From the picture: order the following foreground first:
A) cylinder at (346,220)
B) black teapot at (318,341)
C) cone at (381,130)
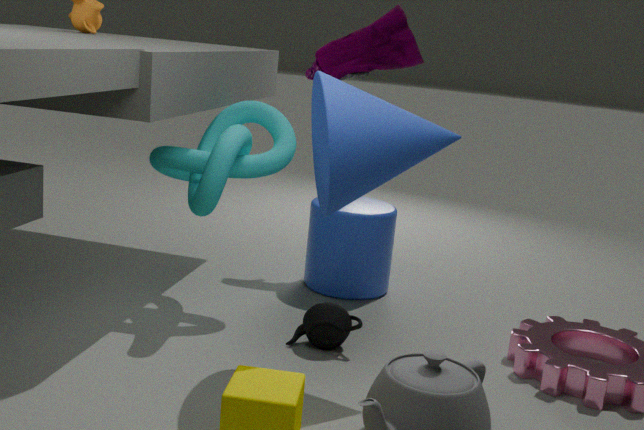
cone at (381,130)
black teapot at (318,341)
cylinder at (346,220)
